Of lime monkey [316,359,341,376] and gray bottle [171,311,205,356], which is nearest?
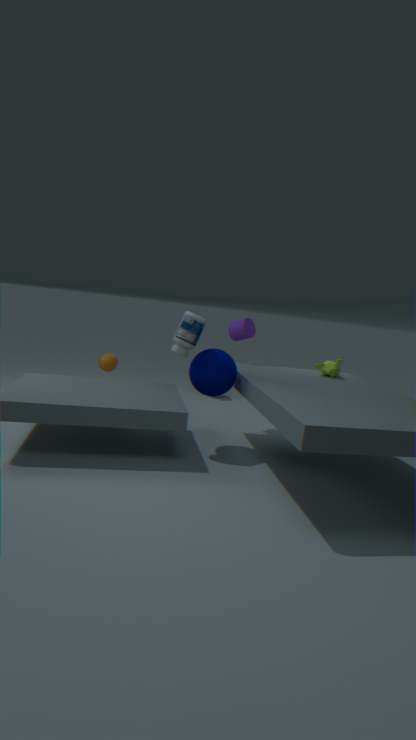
gray bottle [171,311,205,356]
